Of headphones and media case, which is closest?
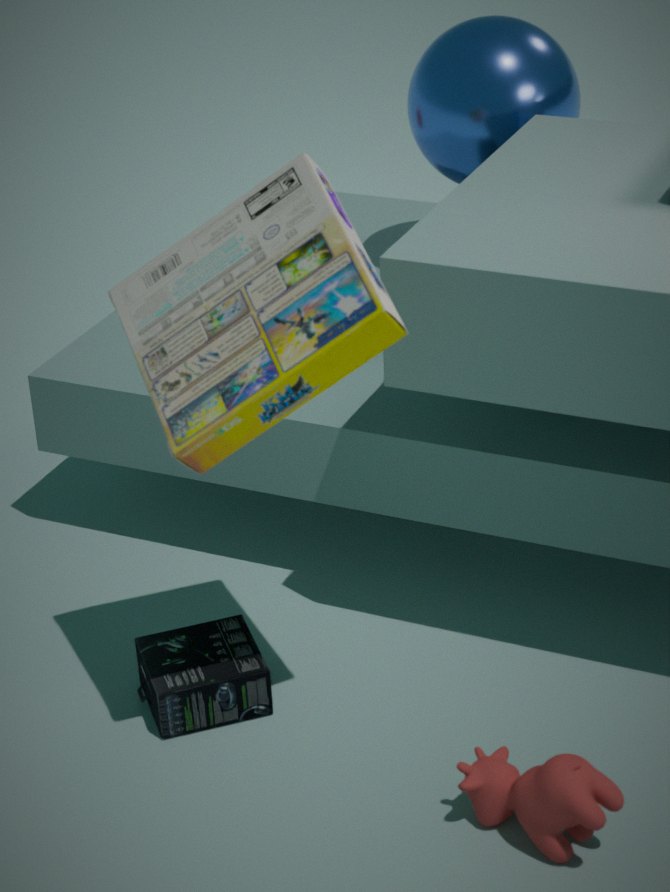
media case
